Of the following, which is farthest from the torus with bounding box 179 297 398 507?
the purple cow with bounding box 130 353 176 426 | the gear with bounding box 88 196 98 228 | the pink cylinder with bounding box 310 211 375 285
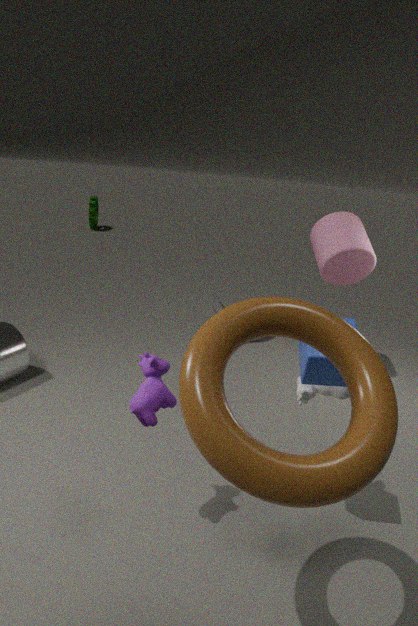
the gear with bounding box 88 196 98 228
